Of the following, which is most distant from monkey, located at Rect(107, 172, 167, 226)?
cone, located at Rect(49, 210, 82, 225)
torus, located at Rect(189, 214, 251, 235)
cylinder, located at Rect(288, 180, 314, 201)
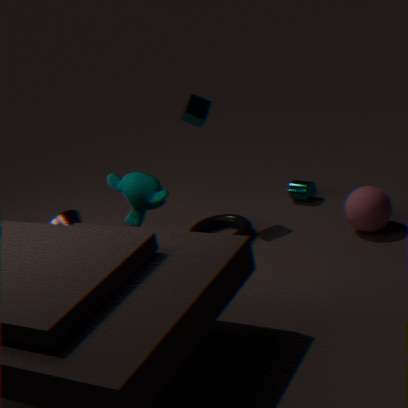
cylinder, located at Rect(288, 180, 314, 201)
